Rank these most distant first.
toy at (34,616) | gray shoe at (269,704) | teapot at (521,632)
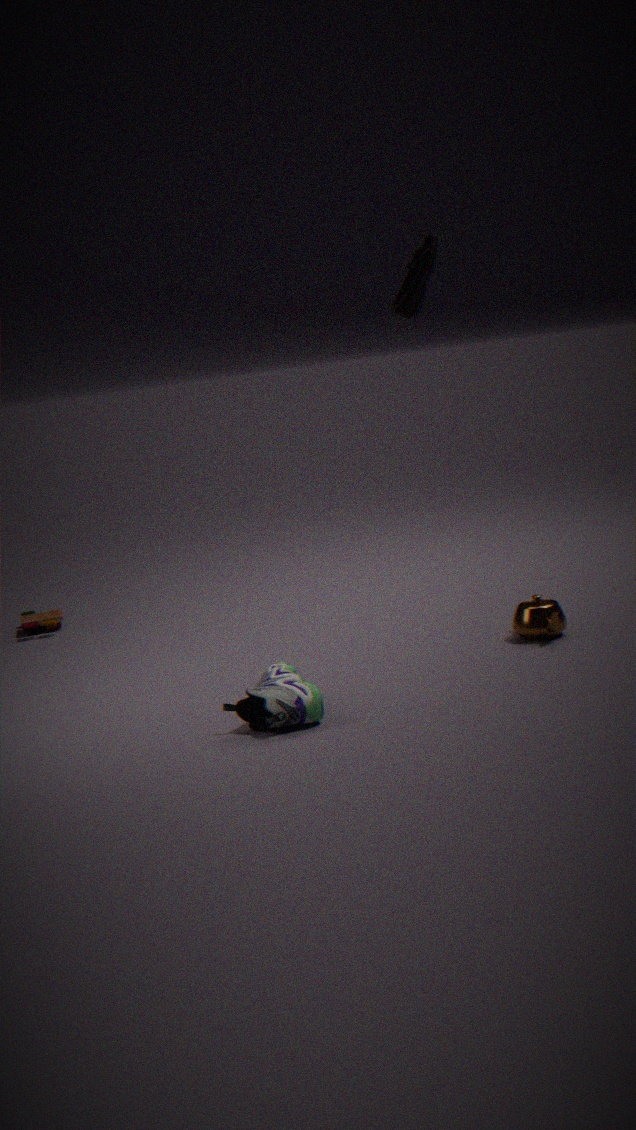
toy at (34,616) → teapot at (521,632) → gray shoe at (269,704)
